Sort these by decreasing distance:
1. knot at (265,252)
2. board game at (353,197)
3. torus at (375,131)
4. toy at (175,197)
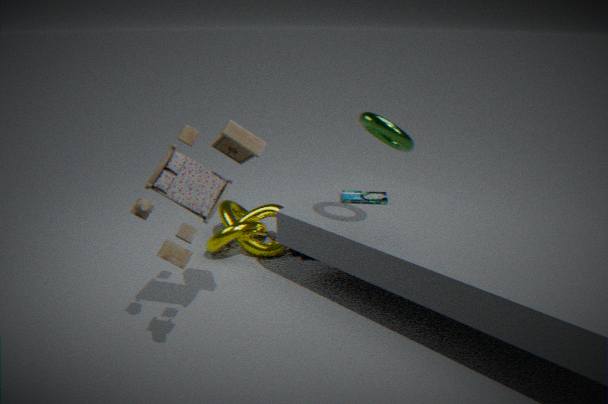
knot at (265,252)
board game at (353,197)
torus at (375,131)
toy at (175,197)
